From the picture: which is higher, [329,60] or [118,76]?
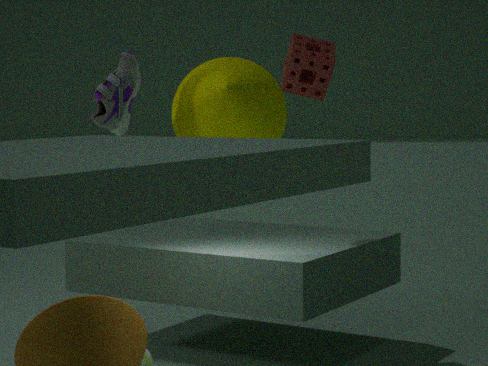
[329,60]
